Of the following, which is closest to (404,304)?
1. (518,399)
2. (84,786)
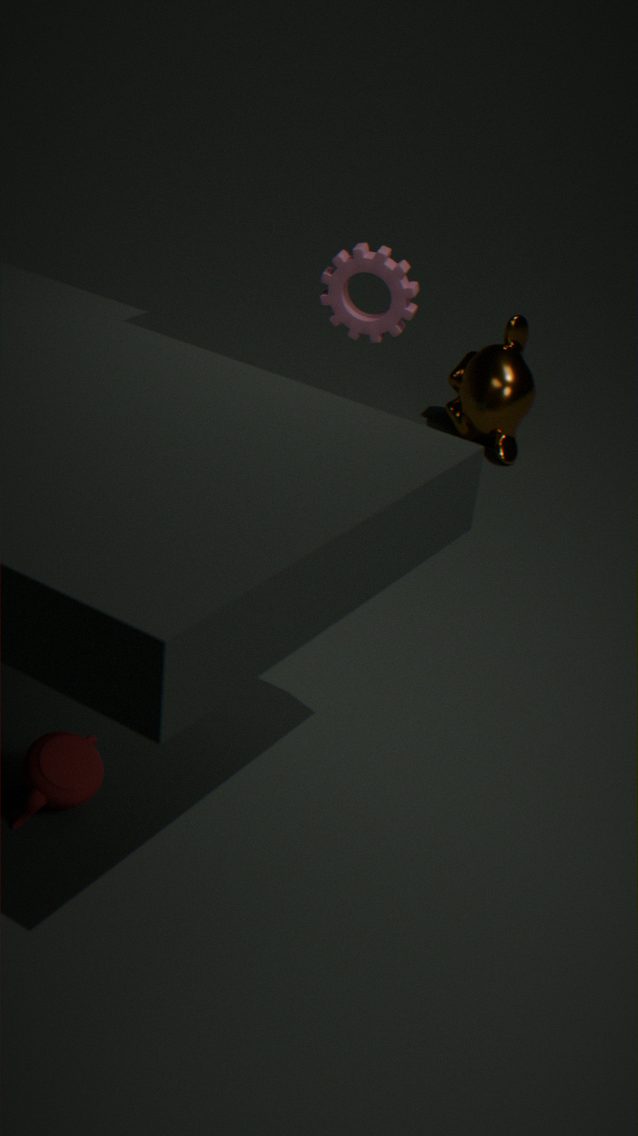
(518,399)
